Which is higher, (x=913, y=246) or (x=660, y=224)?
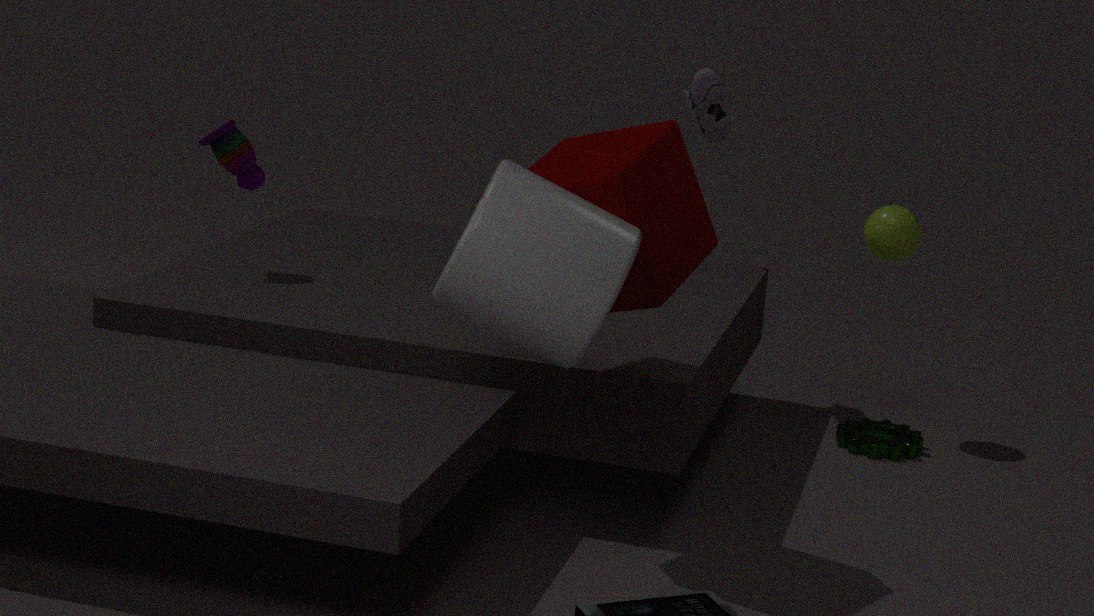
(x=660, y=224)
